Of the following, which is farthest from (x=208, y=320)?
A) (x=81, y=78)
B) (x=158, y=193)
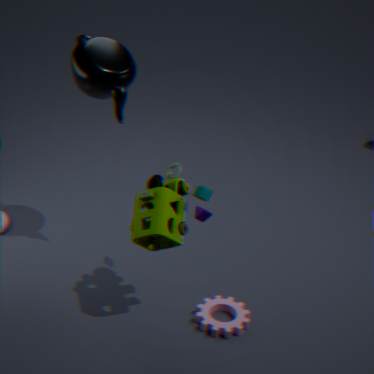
(x=81, y=78)
